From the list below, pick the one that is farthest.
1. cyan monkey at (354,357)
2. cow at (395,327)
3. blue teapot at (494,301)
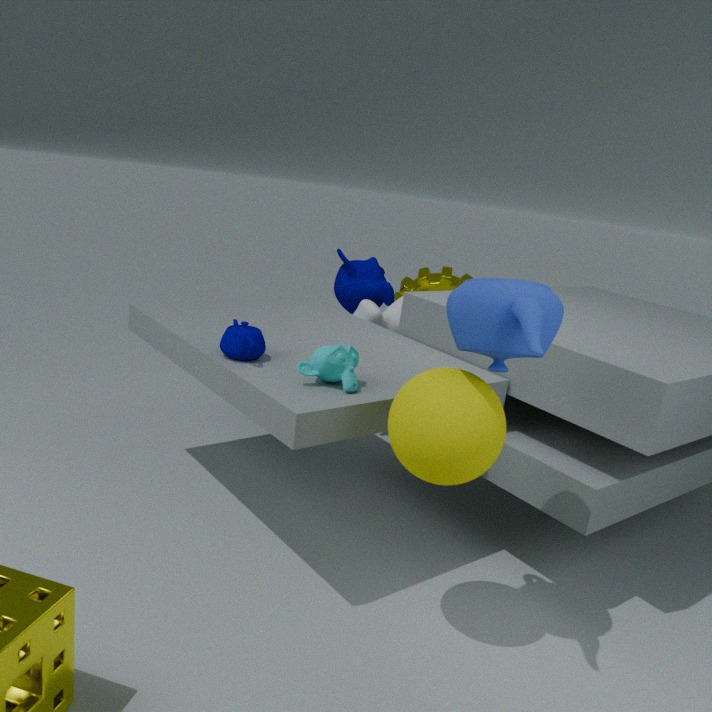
cow at (395,327)
